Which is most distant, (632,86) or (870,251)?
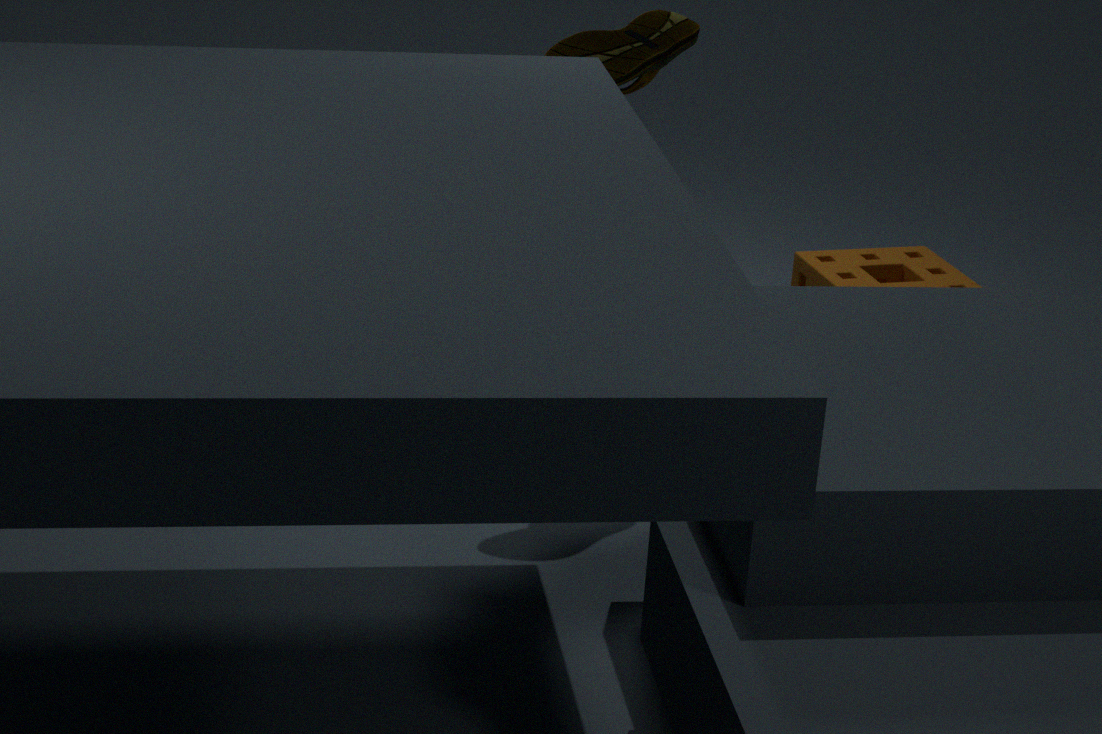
(870,251)
